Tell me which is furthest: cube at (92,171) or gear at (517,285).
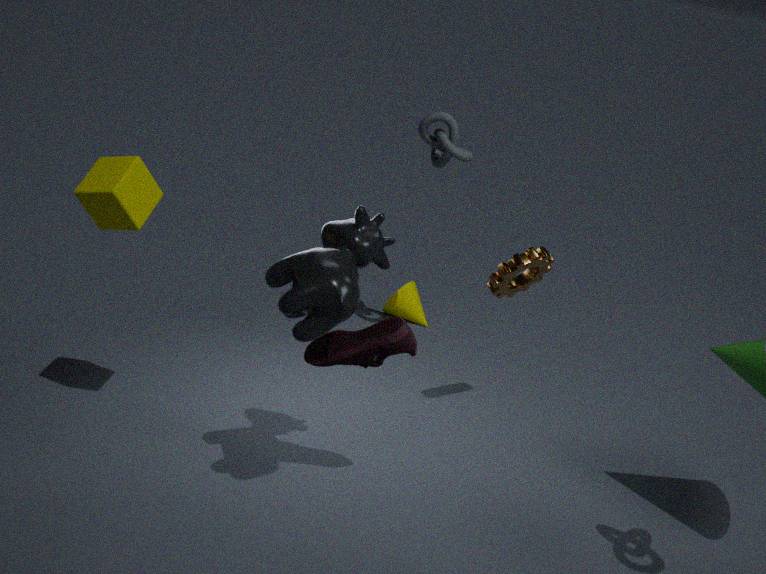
gear at (517,285)
